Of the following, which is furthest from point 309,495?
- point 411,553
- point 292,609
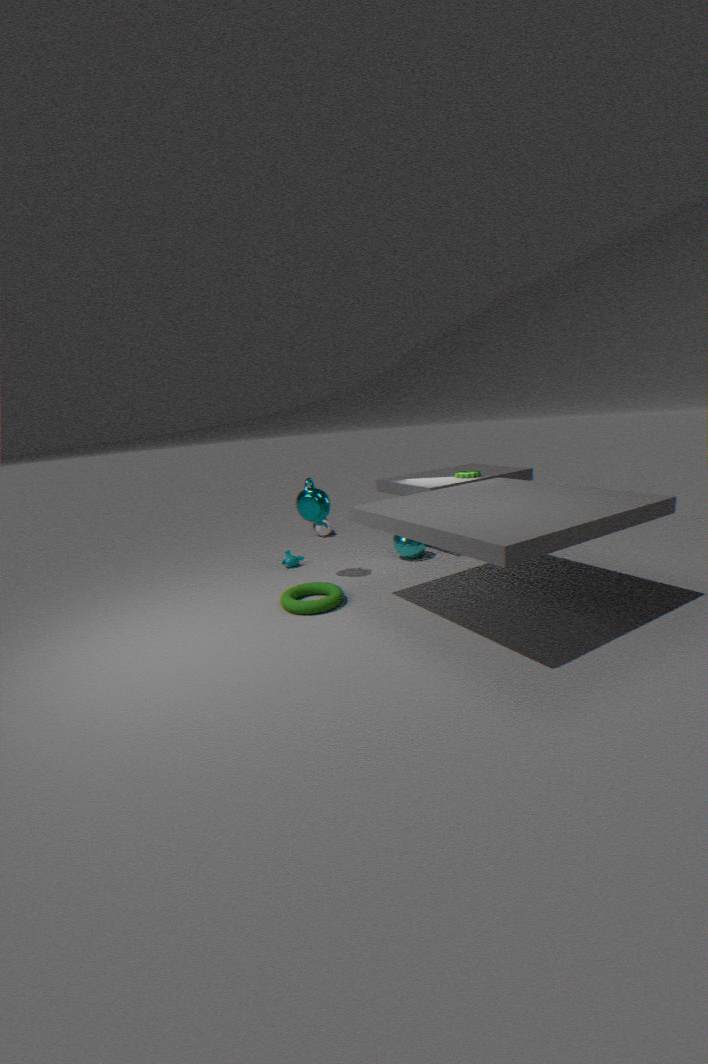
point 411,553
